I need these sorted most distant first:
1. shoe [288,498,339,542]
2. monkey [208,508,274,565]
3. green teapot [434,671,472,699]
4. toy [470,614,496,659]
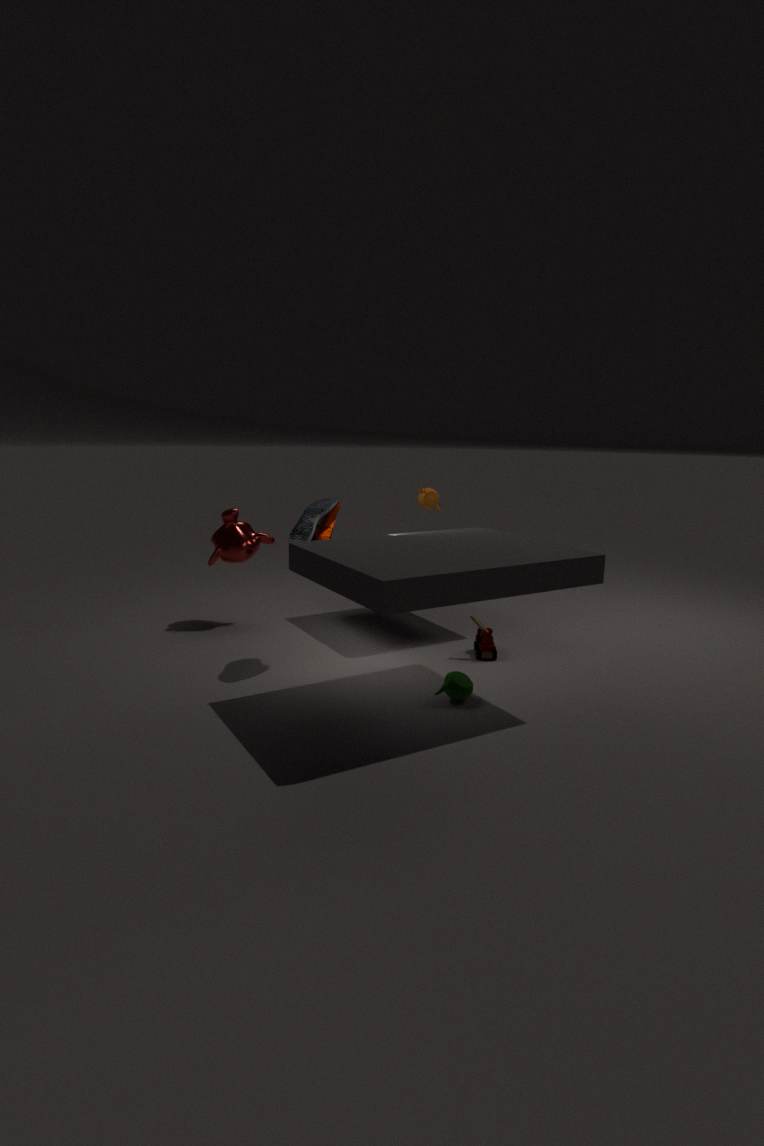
monkey [208,508,274,565], toy [470,614,496,659], shoe [288,498,339,542], green teapot [434,671,472,699]
